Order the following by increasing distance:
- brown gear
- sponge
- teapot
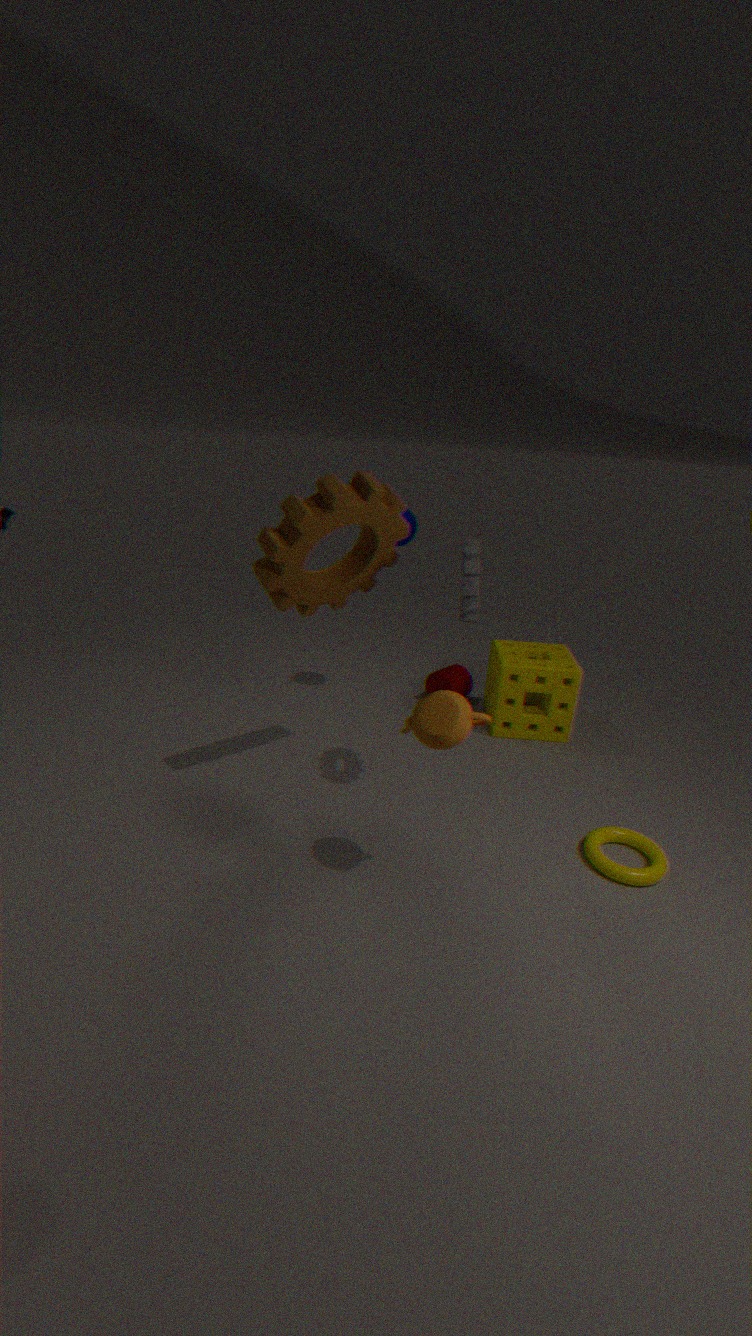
teapot, brown gear, sponge
